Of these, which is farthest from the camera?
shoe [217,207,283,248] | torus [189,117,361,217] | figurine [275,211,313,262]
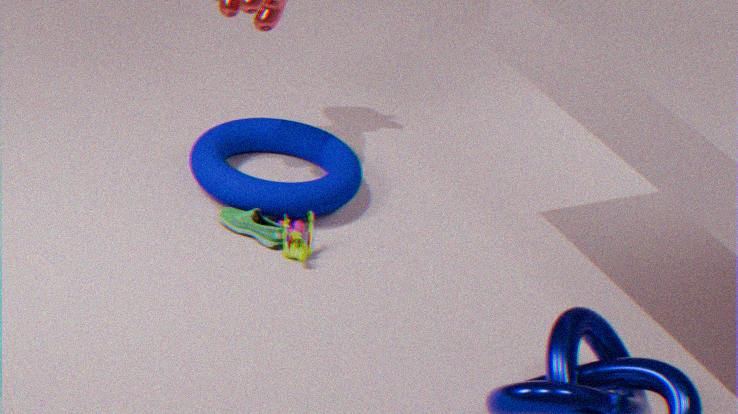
torus [189,117,361,217]
